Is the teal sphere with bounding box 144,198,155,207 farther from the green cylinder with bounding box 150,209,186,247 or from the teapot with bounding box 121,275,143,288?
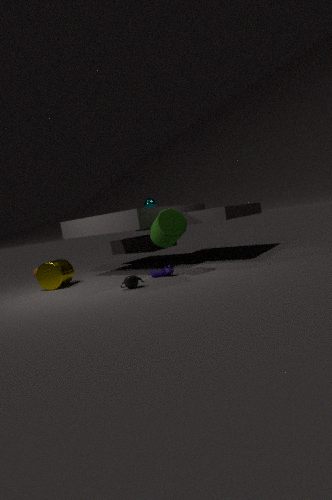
the teapot with bounding box 121,275,143,288
